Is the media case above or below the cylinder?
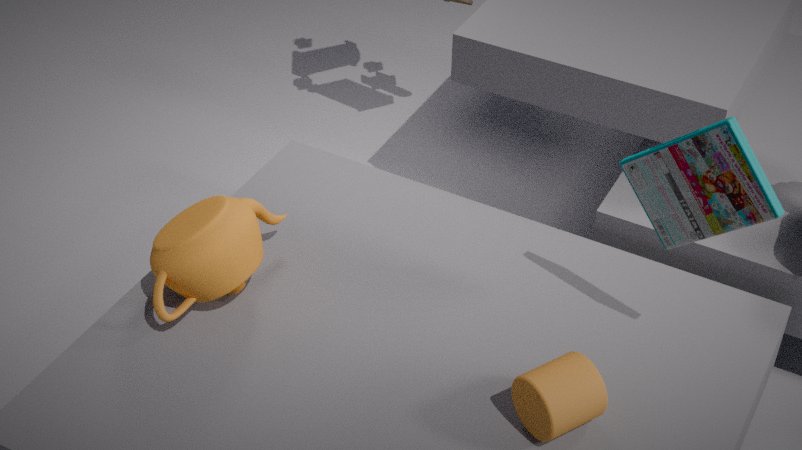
above
